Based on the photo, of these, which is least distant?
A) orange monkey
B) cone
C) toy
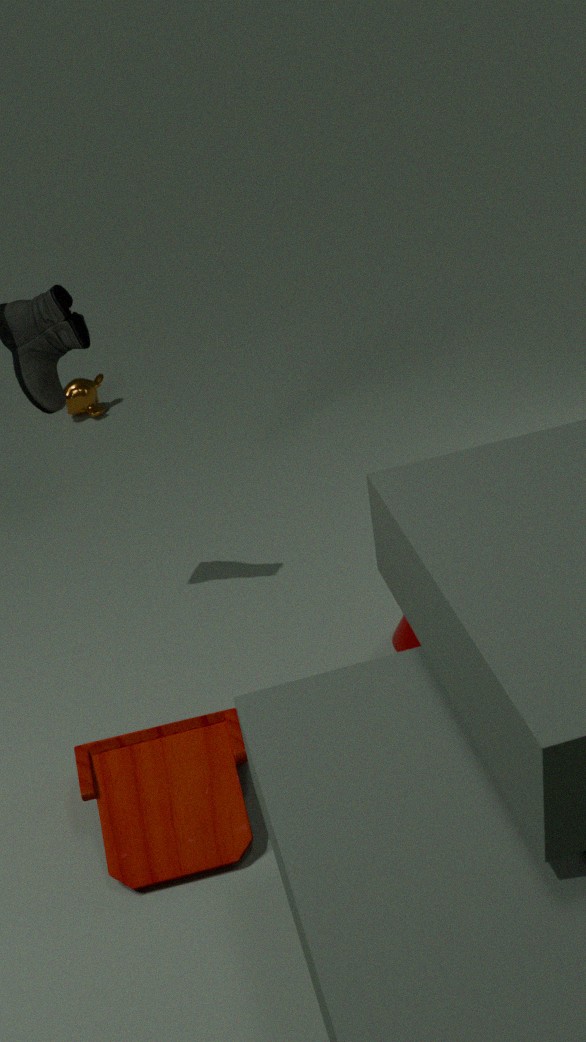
C. toy
